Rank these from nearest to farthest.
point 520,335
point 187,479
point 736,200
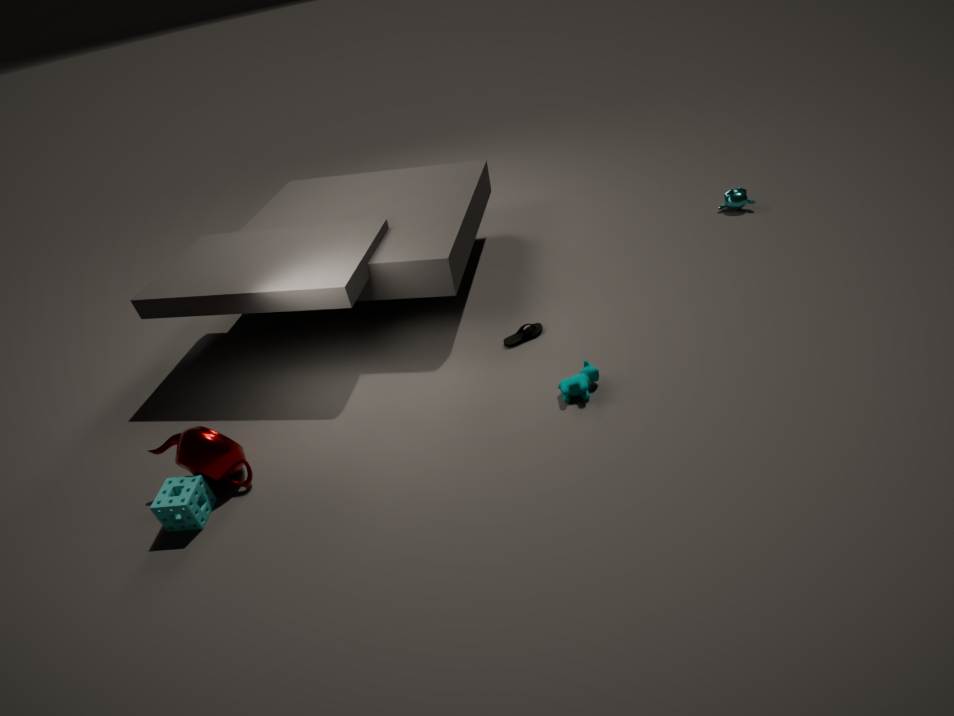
point 187,479 < point 520,335 < point 736,200
